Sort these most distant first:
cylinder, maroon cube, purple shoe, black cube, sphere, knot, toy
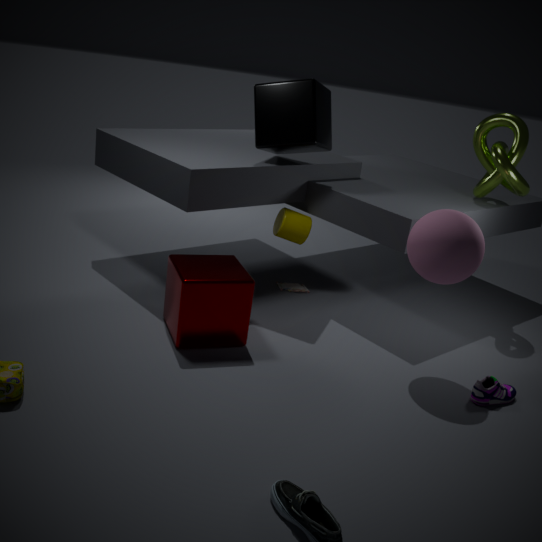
1. toy
2. cylinder
3. knot
4. black cube
5. maroon cube
6. purple shoe
7. sphere
